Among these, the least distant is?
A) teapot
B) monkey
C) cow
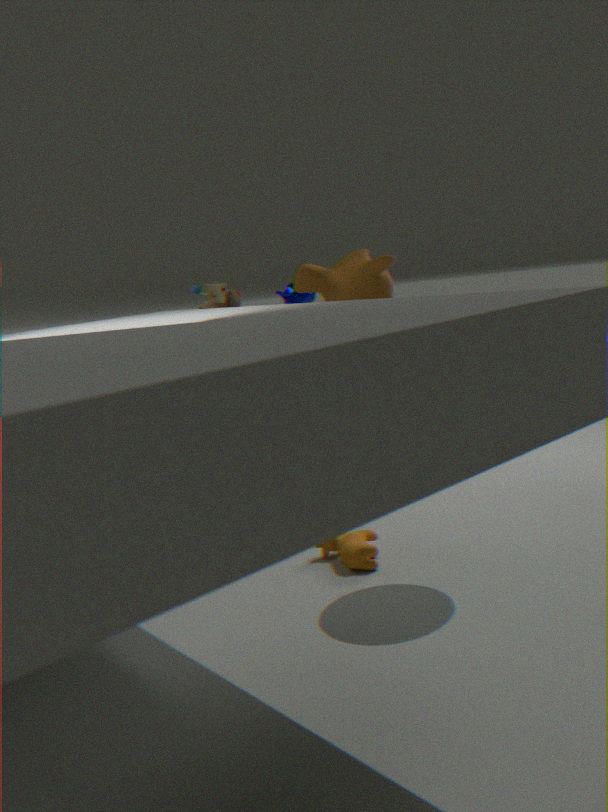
cow
